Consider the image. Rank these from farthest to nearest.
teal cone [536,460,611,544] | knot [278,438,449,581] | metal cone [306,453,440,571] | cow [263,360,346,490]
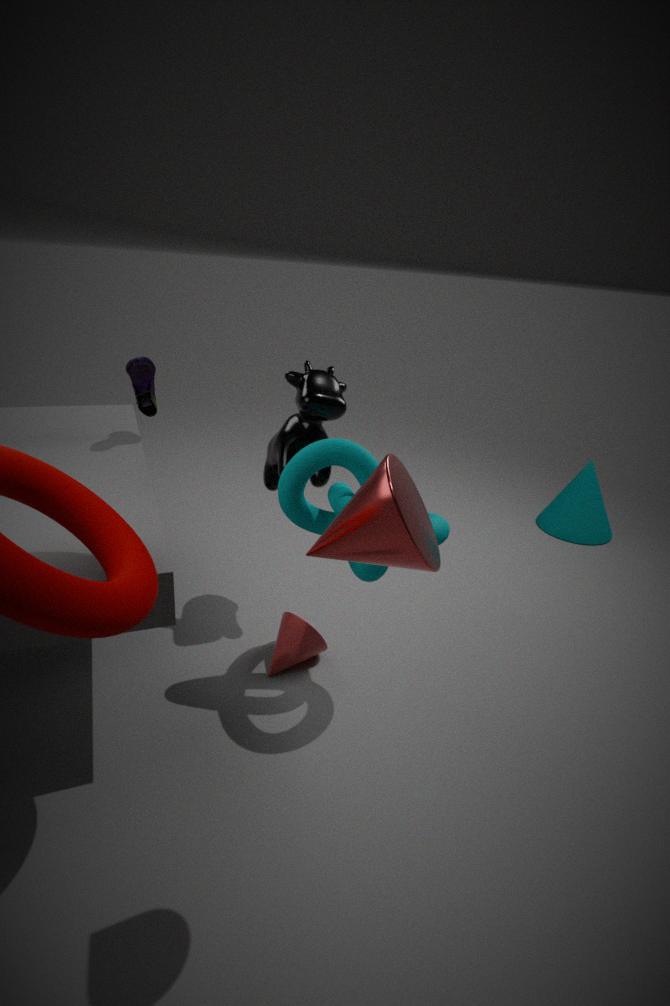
teal cone [536,460,611,544], cow [263,360,346,490], knot [278,438,449,581], metal cone [306,453,440,571]
